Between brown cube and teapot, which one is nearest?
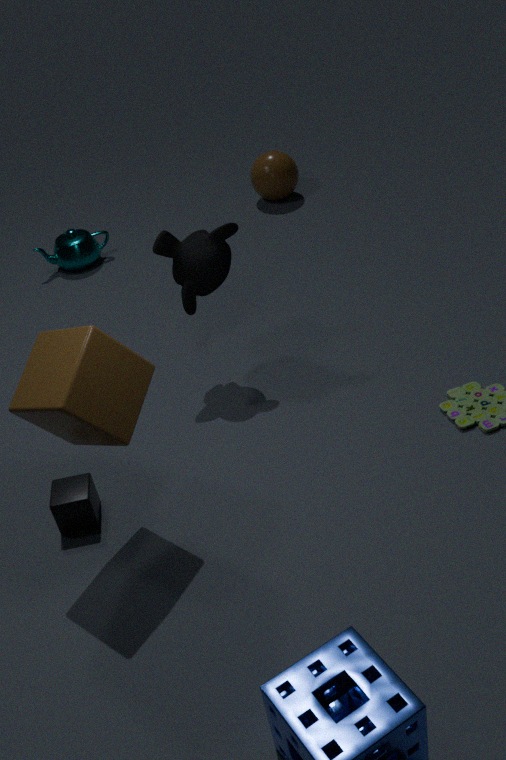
brown cube
